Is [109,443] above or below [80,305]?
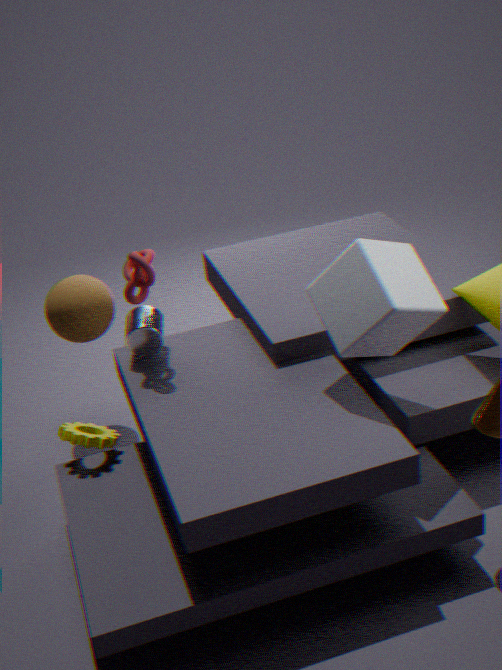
below
